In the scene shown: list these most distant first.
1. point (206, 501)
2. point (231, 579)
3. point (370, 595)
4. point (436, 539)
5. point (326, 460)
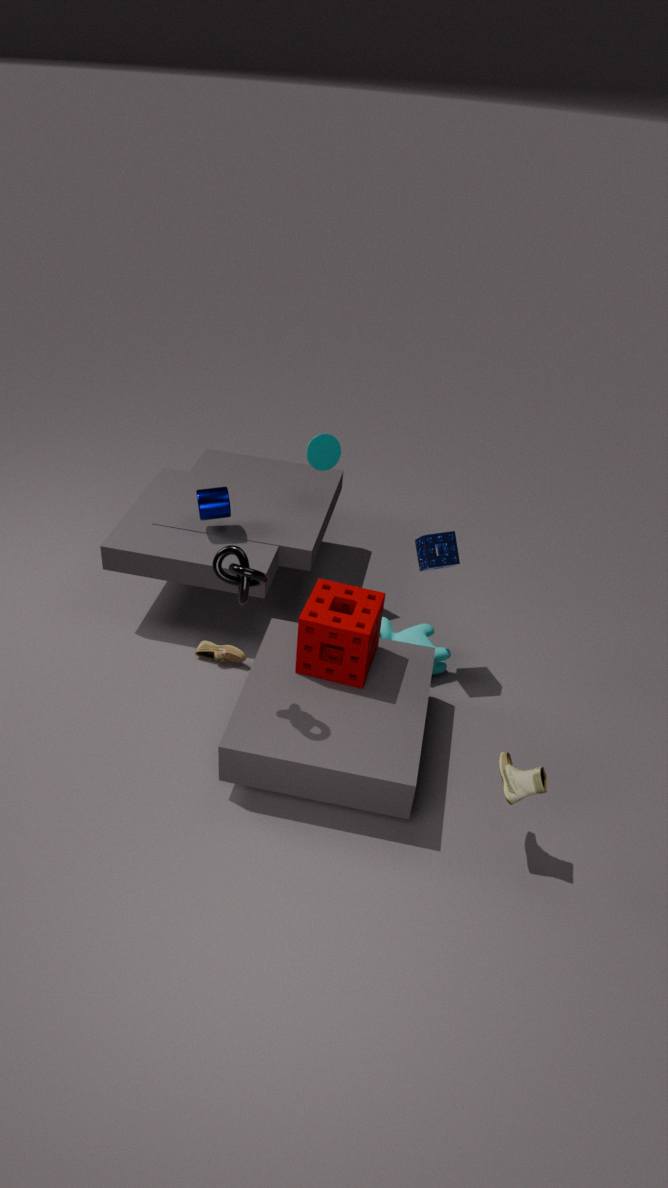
point (326, 460), point (206, 501), point (436, 539), point (370, 595), point (231, 579)
